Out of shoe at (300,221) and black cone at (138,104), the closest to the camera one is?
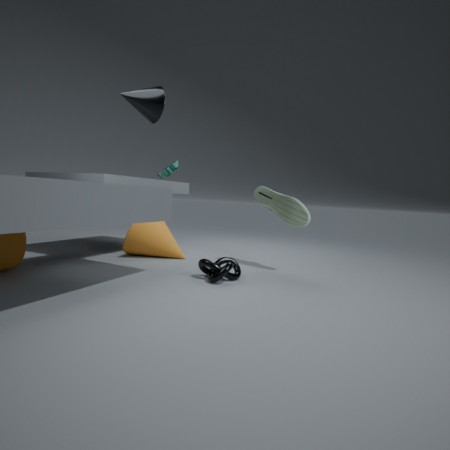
black cone at (138,104)
